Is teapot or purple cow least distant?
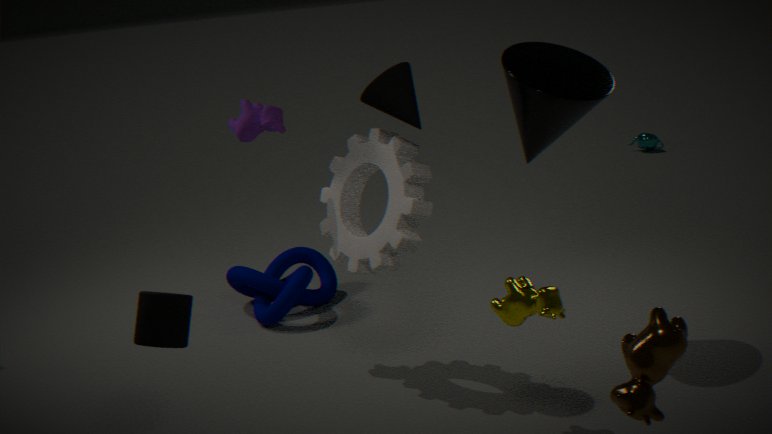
purple cow
